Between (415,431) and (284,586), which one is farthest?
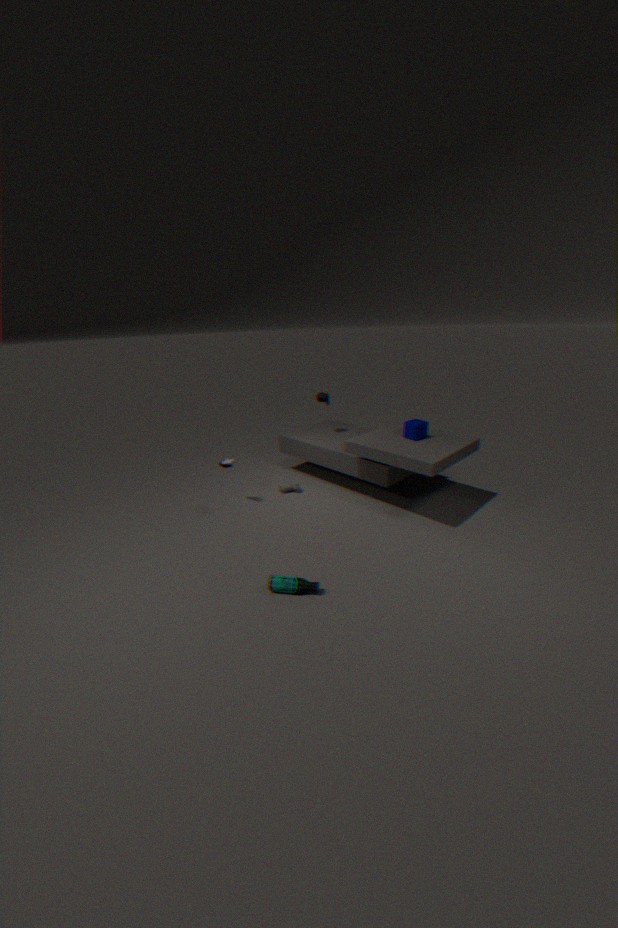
(415,431)
